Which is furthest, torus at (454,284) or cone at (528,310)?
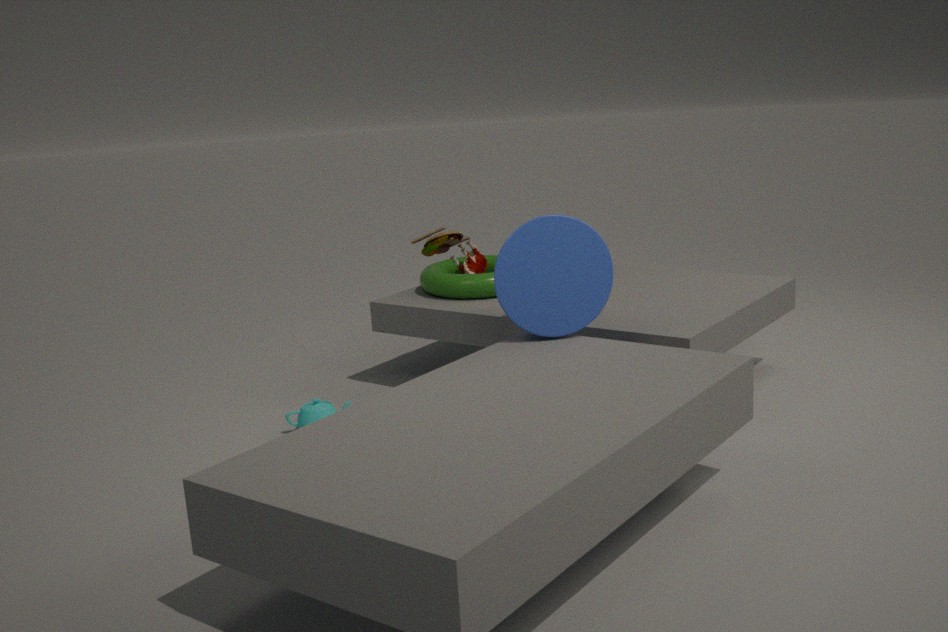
torus at (454,284)
